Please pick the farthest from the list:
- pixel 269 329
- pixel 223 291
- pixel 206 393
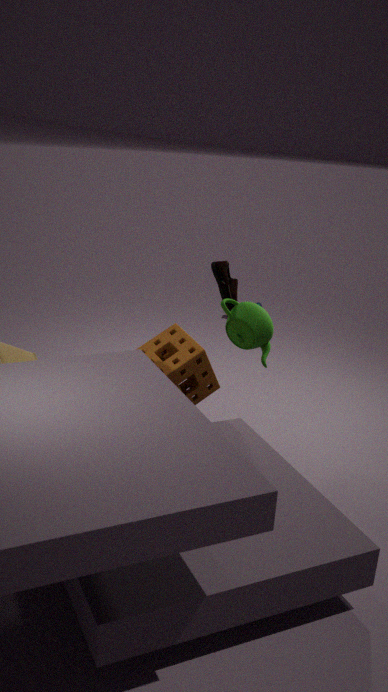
pixel 223 291
